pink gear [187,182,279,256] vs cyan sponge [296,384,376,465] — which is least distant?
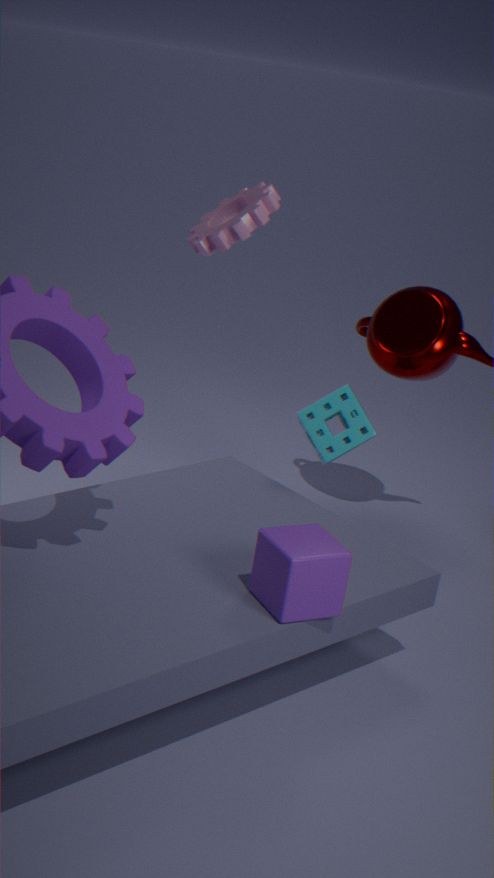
pink gear [187,182,279,256]
